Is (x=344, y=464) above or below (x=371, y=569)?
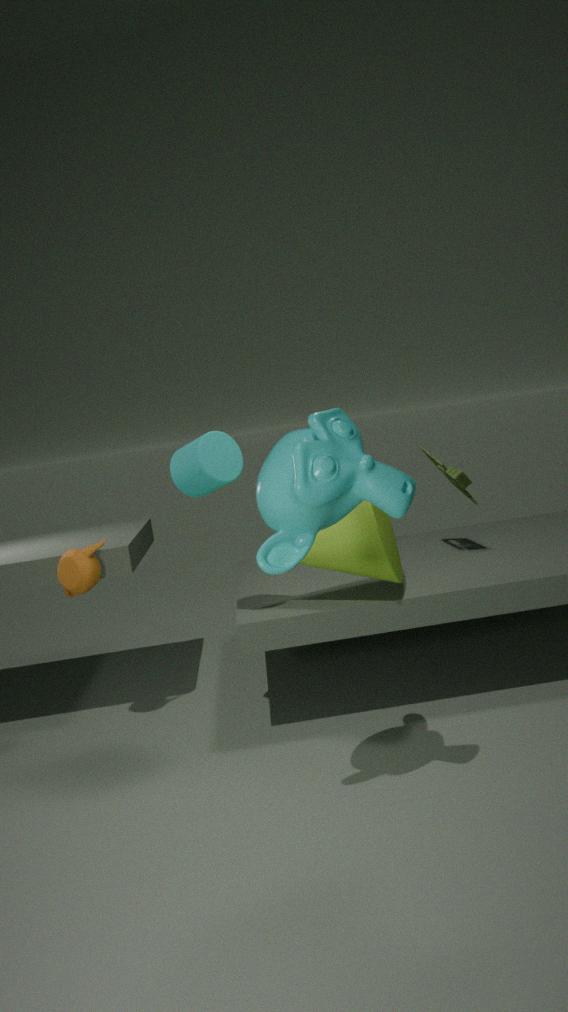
above
